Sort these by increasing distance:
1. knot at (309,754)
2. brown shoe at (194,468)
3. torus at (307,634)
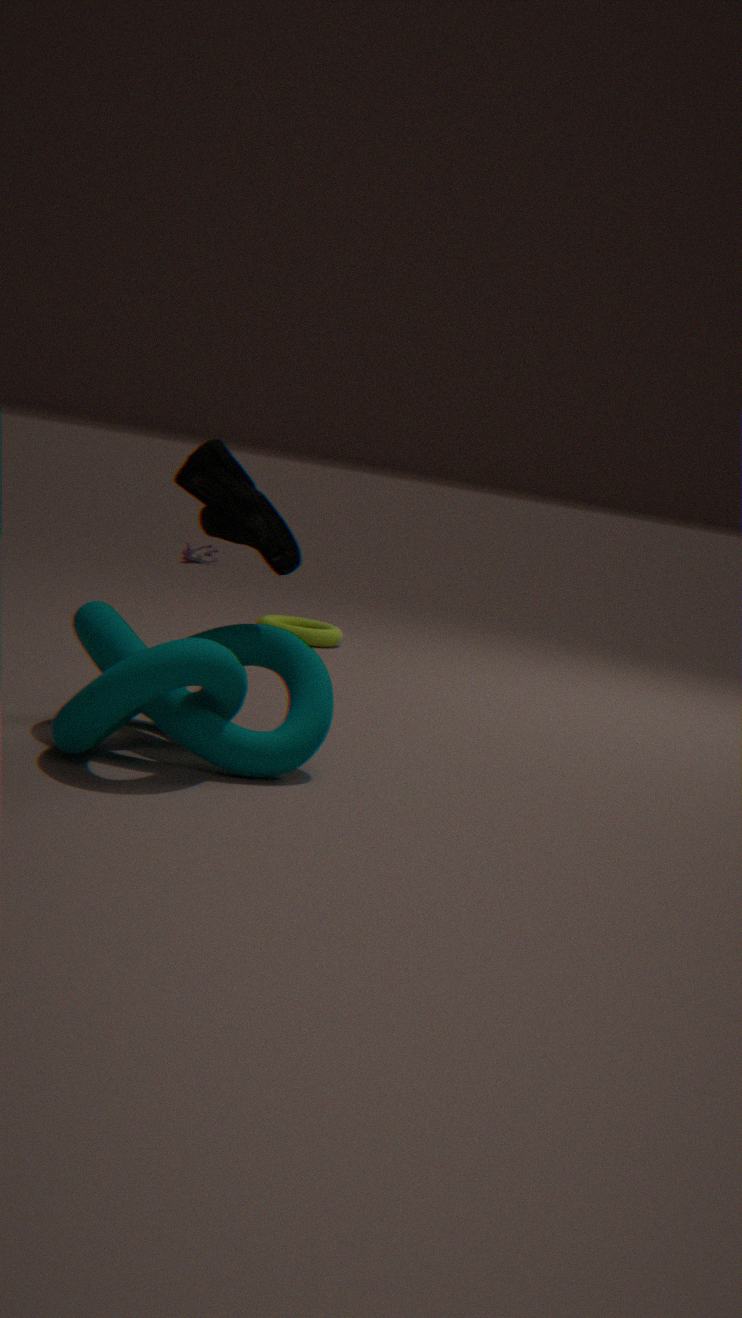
knot at (309,754) < brown shoe at (194,468) < torus at (307,634)
